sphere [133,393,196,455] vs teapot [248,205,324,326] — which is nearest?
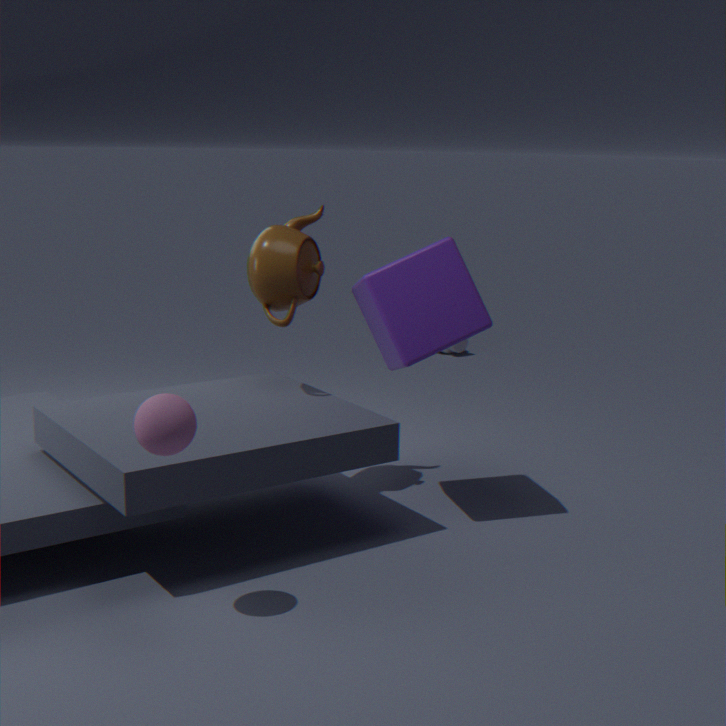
sphere [133,393,196,455]
